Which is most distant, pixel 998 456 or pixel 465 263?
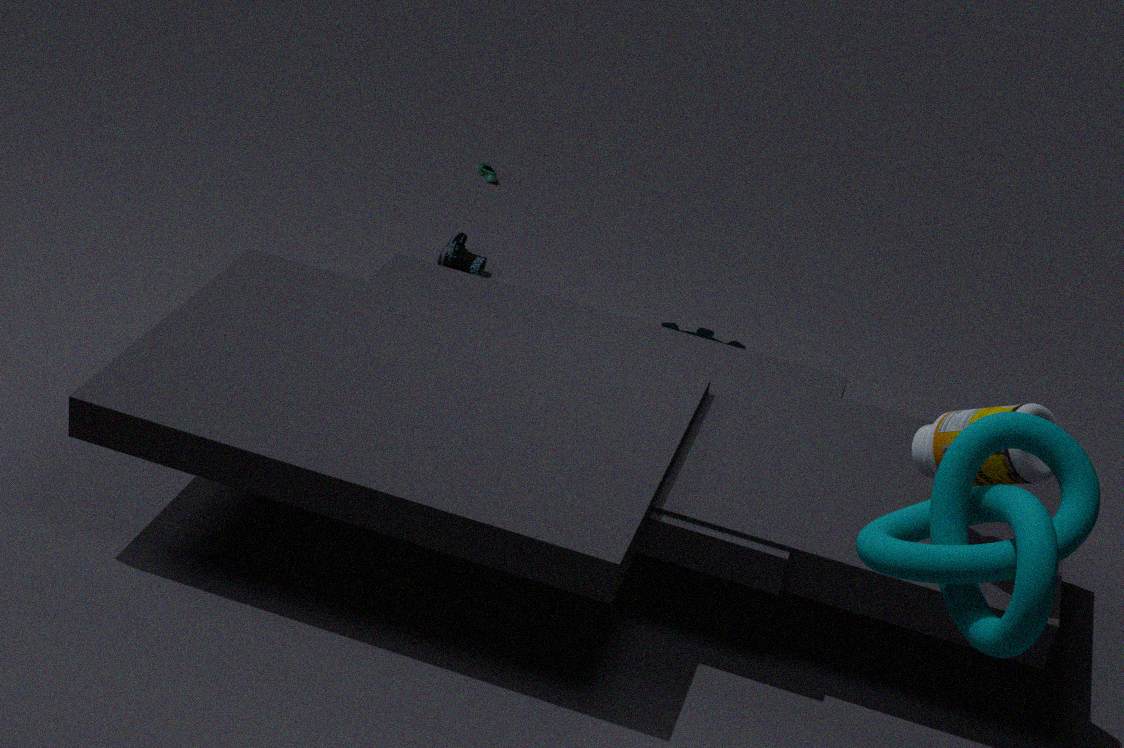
pixel 465 263
